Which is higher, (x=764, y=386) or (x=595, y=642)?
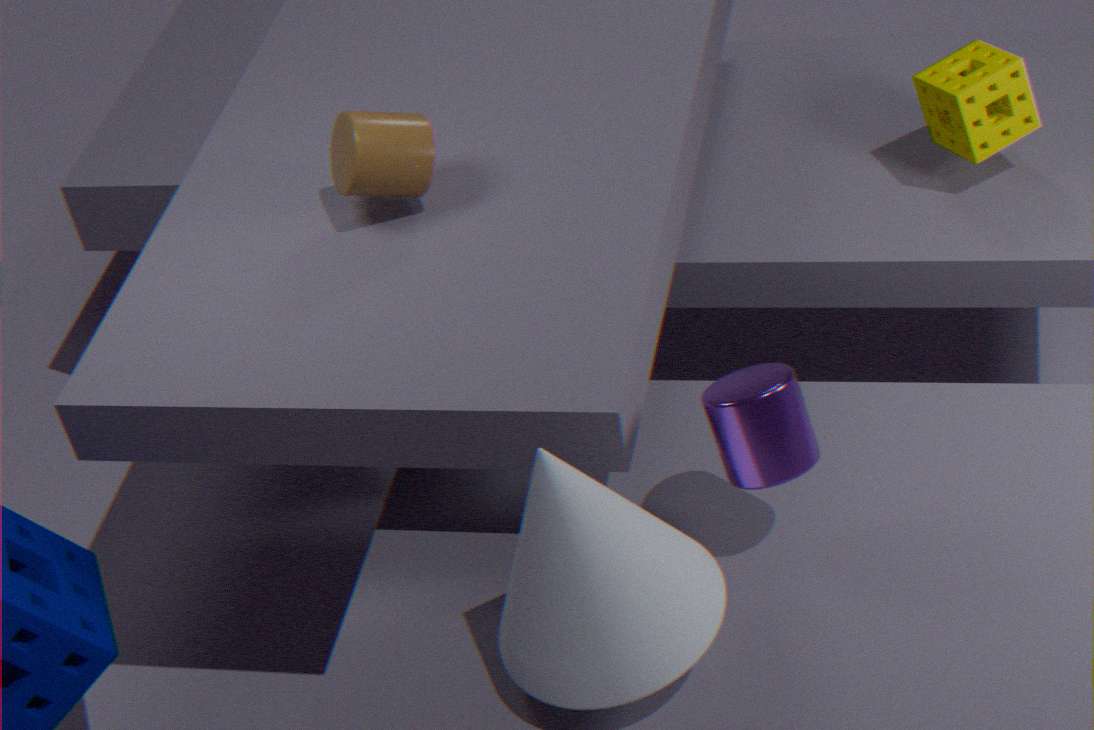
(x=764, y=386)
